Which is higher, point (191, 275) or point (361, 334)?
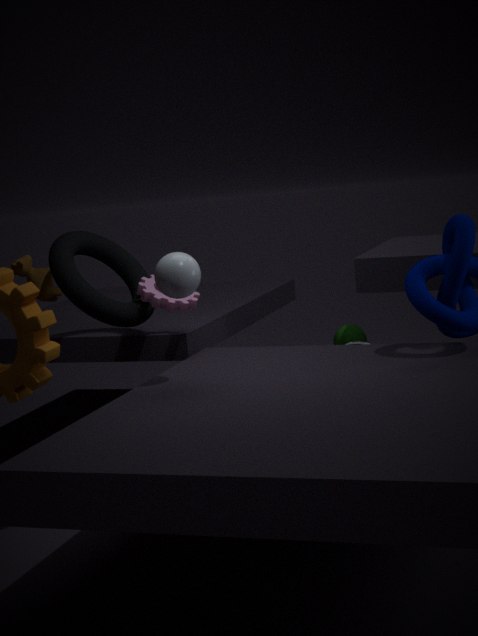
point (191, 275)
